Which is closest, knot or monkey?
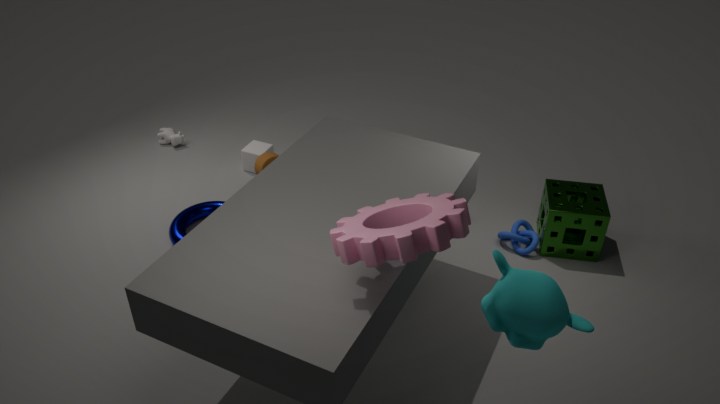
monkey
